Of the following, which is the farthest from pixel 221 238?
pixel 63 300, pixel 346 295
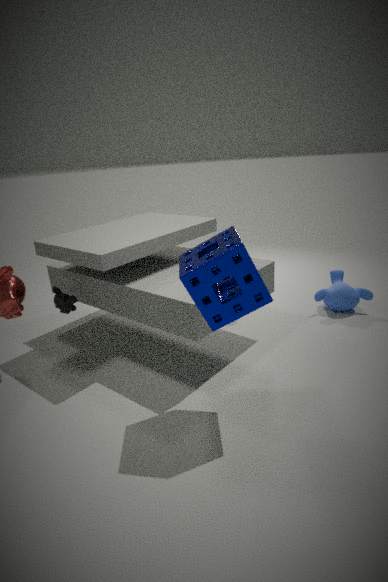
pixel 346 295
